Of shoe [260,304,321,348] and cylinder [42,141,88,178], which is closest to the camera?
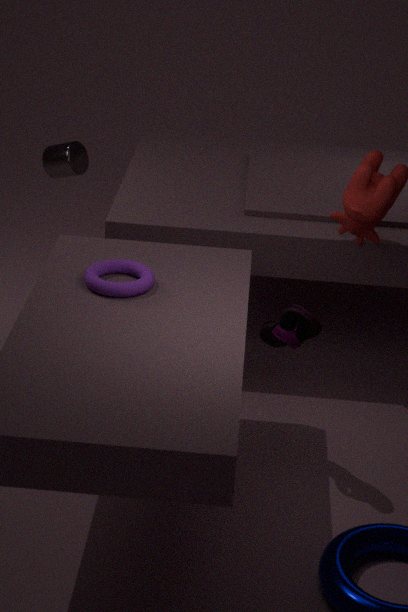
shoe [260,304,321,348]
